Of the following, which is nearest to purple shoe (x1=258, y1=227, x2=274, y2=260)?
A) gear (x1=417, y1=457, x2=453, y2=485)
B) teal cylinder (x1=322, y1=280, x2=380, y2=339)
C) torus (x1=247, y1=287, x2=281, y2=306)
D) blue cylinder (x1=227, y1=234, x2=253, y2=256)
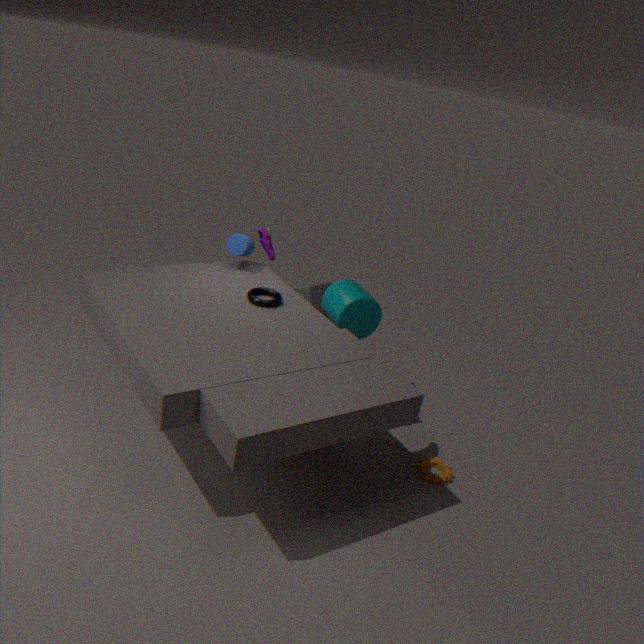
blue cylinder (x1=227, y1=234, x2=253, y2=256)
